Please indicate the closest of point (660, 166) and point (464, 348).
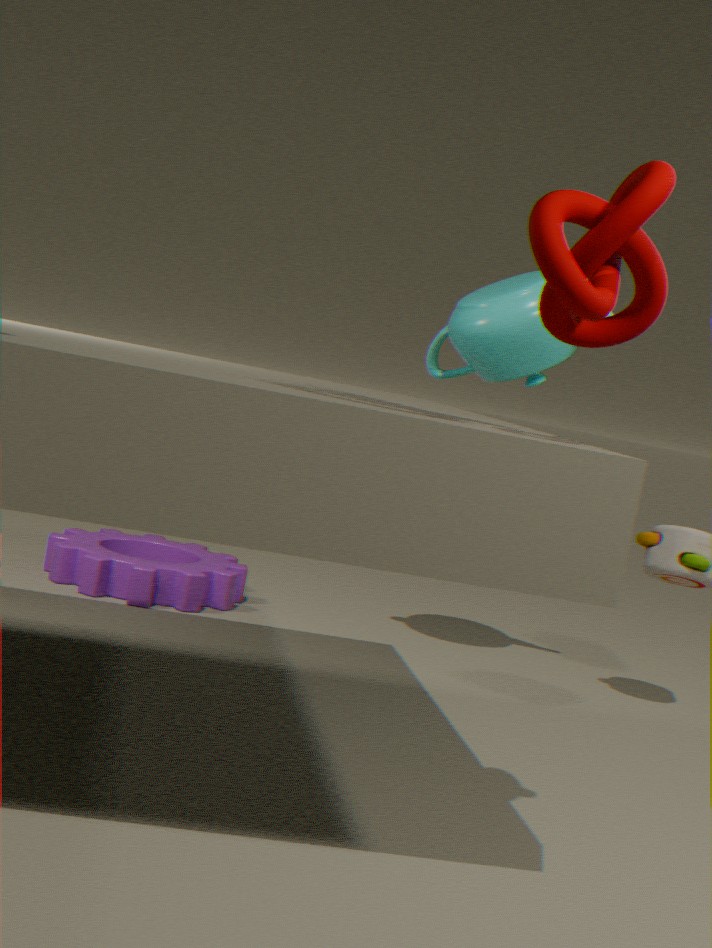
point (660, 166)
